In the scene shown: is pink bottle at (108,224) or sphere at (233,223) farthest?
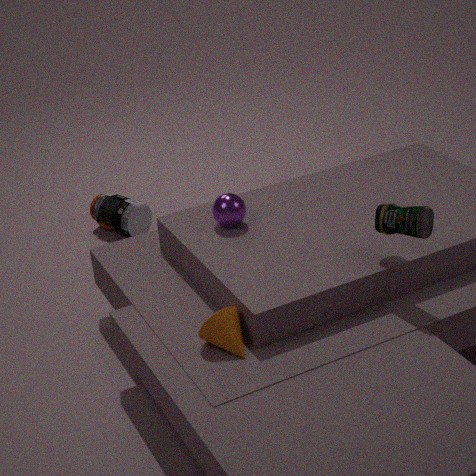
pink bottle at (108,224)
